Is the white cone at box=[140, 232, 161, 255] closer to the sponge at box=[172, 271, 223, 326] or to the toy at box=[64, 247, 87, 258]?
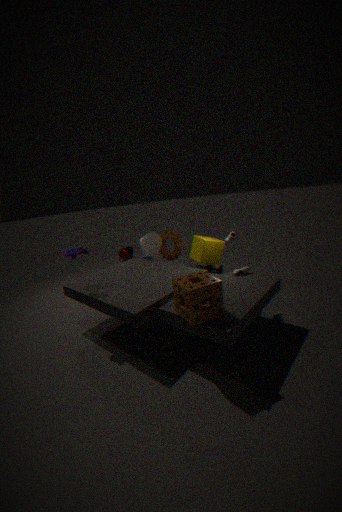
the toy at box=[64, 247, 87, 258]
